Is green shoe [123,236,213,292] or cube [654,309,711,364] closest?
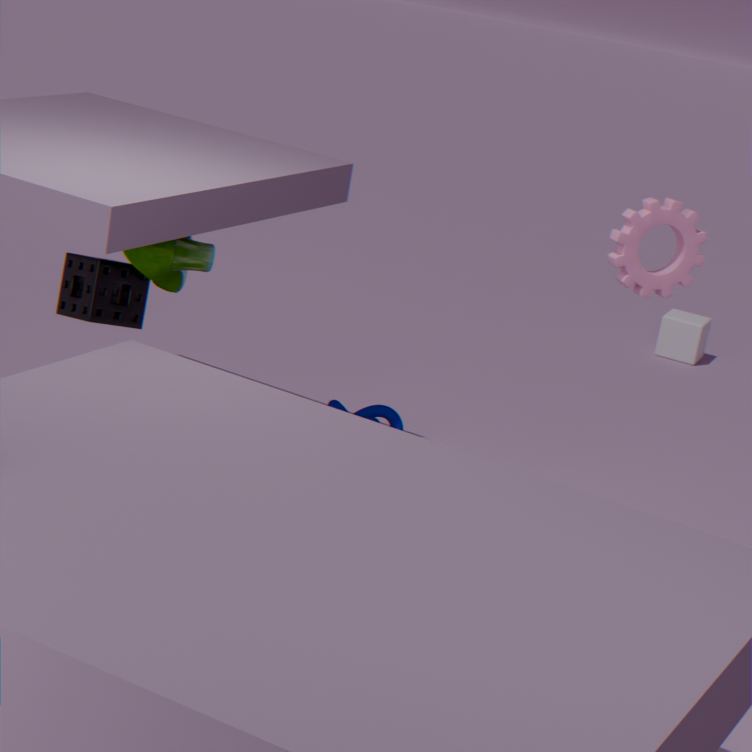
green shoe [123,236,213,292]
